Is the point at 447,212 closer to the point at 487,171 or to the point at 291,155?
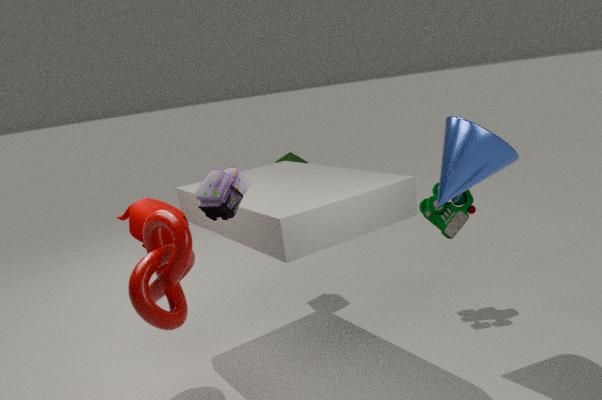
the point at 487,171
